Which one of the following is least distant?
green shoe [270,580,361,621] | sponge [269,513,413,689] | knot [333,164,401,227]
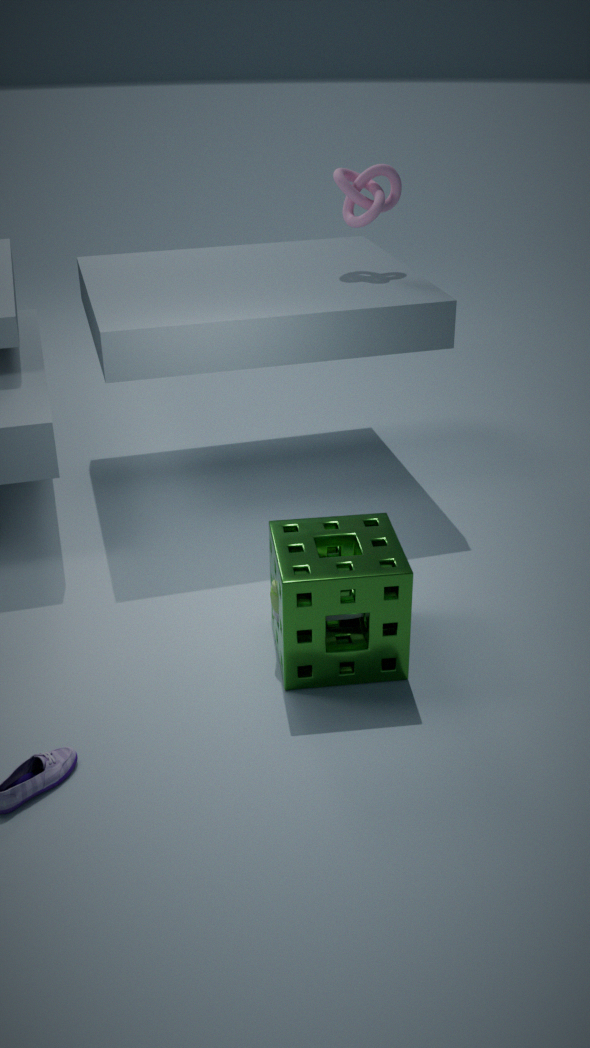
sponge [269,513,413,689]
